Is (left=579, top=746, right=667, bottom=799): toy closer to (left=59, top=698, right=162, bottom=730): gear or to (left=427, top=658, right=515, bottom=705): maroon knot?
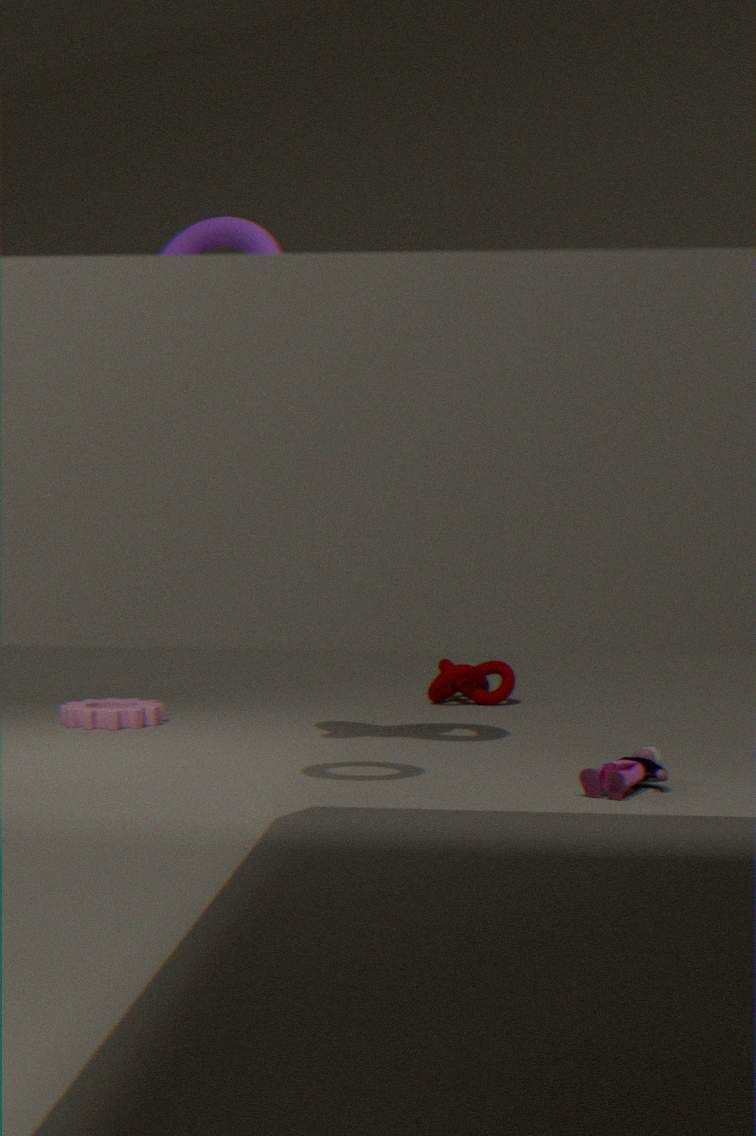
(left=427, top=658, right=515, bottom=705): maroon knot
